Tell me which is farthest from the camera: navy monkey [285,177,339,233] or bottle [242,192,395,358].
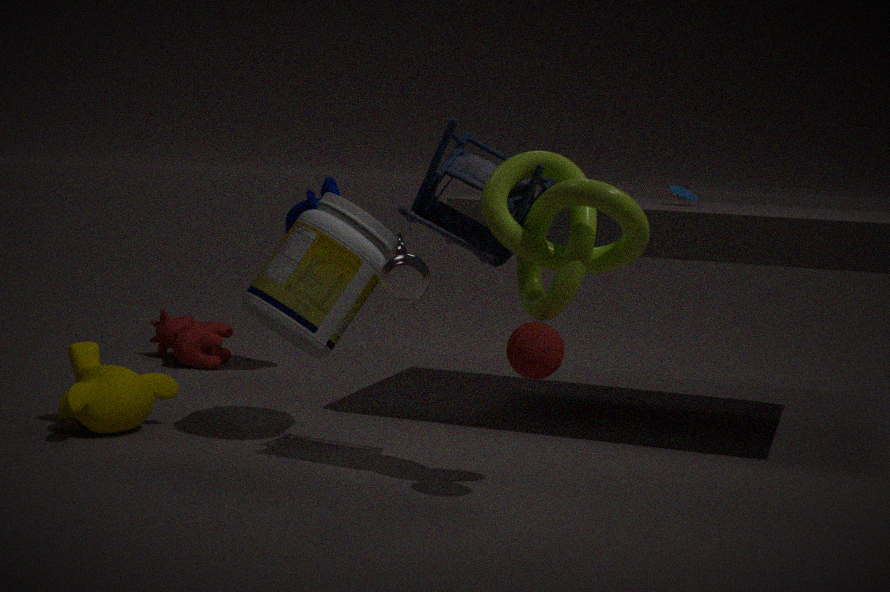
navy monkey [285,177,339,233]
